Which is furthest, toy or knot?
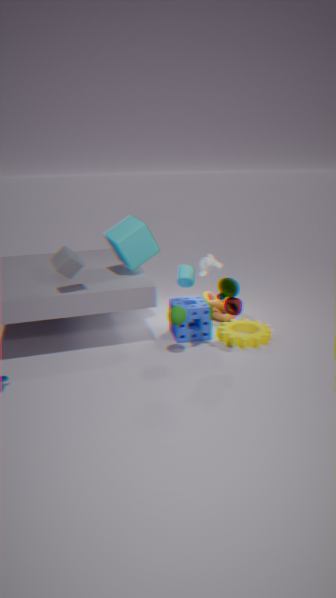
knot
